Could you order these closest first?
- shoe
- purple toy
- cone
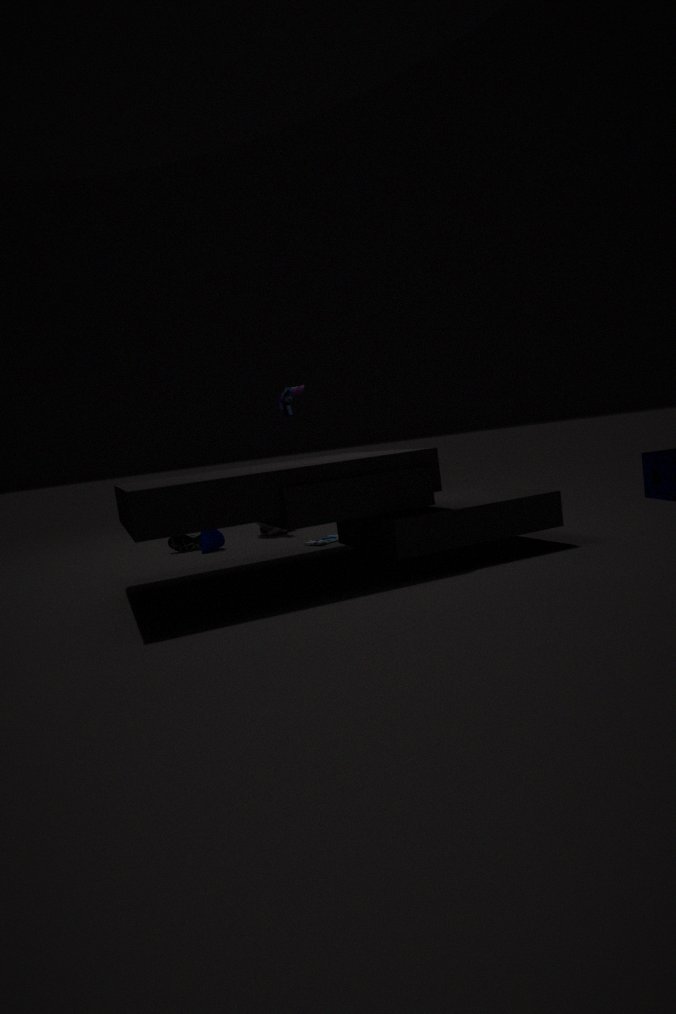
purple toy → cone → shoe
